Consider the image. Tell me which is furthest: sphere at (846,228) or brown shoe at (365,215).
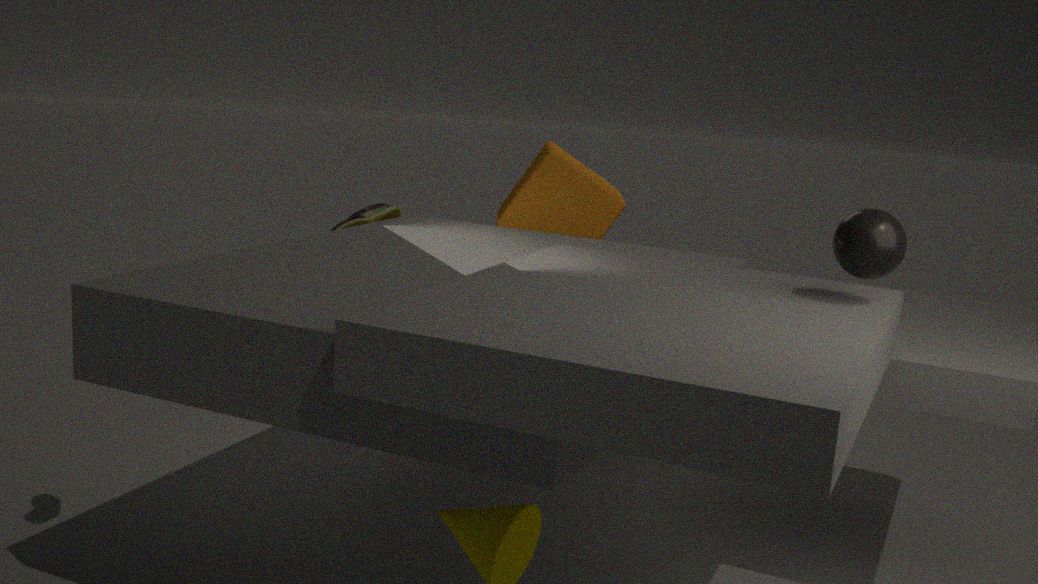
brown shoe at (365,215)
